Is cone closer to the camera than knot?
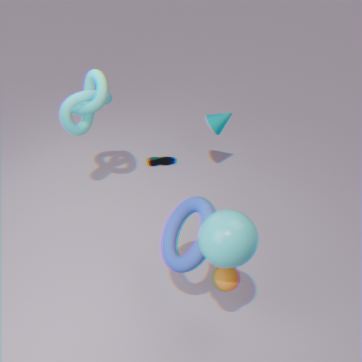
No
